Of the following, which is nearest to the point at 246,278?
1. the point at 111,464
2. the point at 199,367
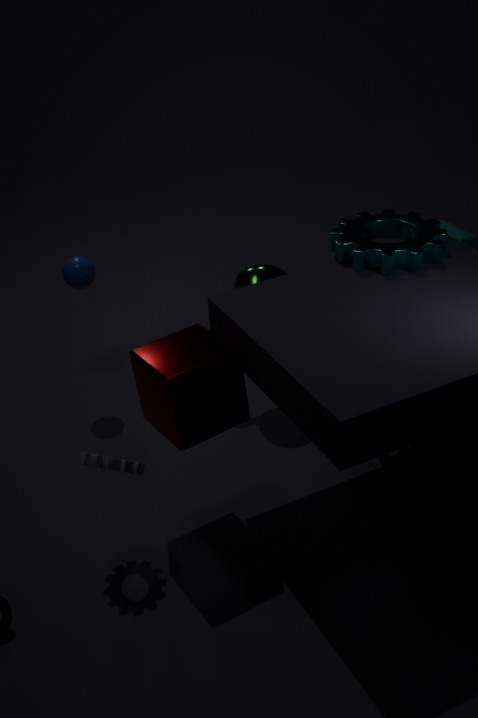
the point at 199,367
